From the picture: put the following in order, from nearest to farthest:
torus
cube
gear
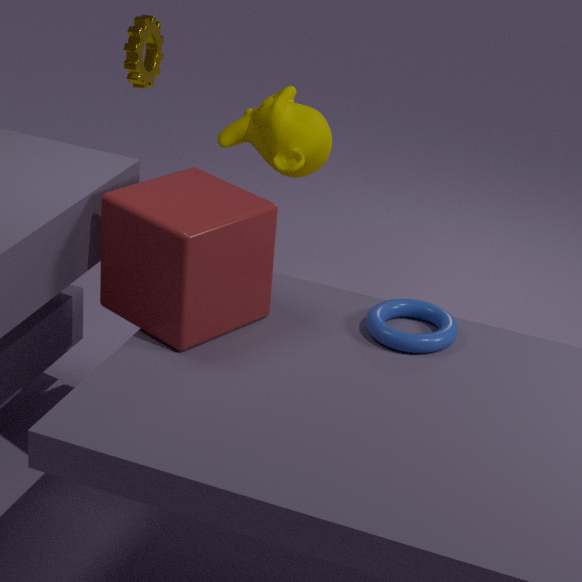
cube, torus, gear
